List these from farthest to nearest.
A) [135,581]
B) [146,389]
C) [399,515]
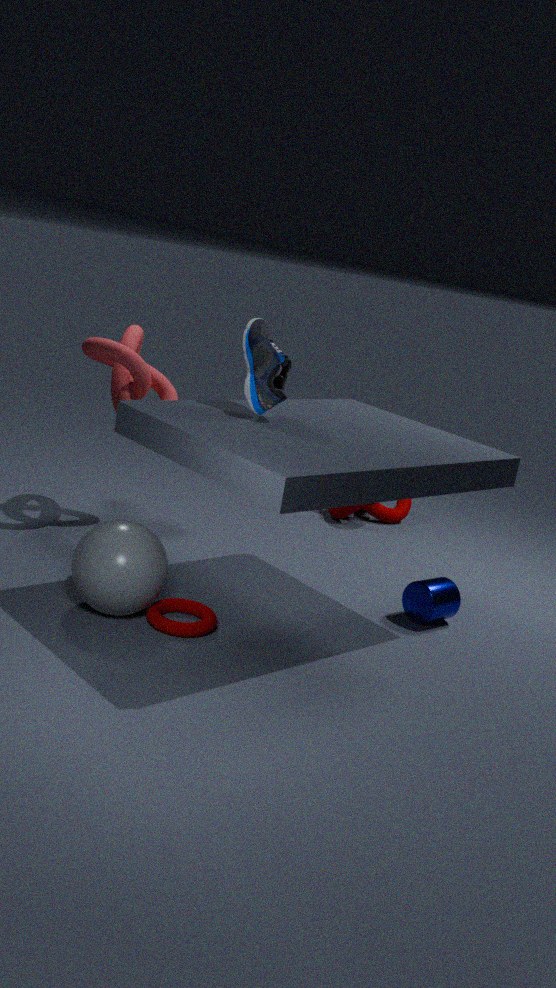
[399,515], [146,389], [135,581]
